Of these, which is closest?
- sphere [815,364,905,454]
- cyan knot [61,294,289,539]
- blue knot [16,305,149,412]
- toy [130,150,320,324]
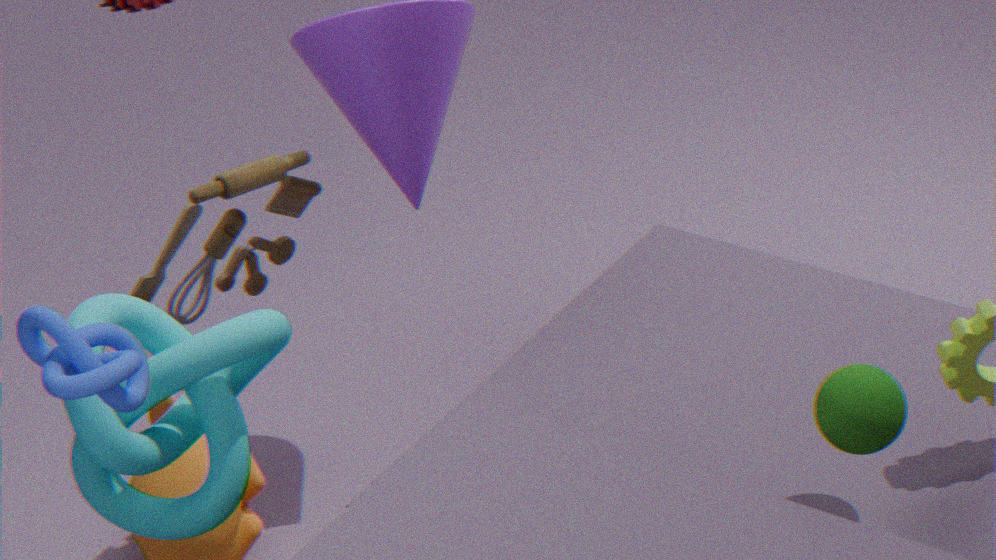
blue knot [16,305,149,412]
